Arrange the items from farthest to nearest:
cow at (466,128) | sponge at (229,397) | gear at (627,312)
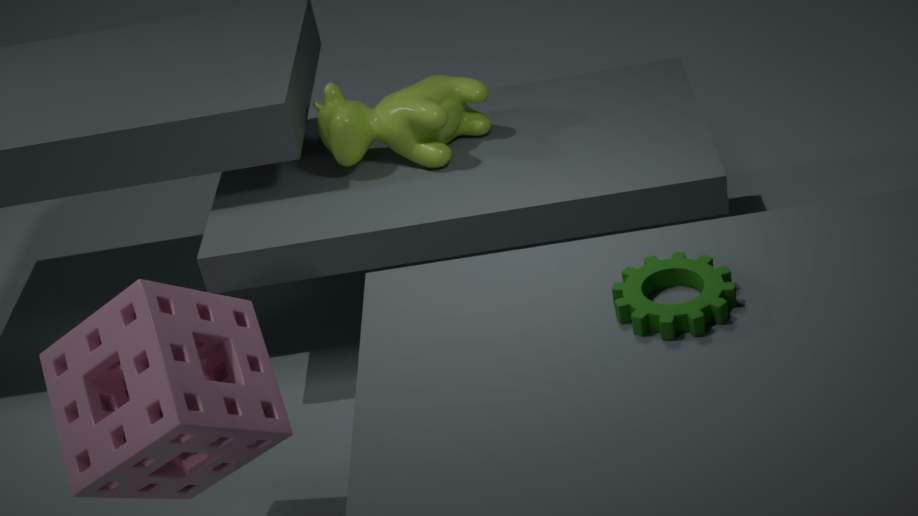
1. cow at (466,128)
2. gear at (627,312)
3. sponge at (229,397)
